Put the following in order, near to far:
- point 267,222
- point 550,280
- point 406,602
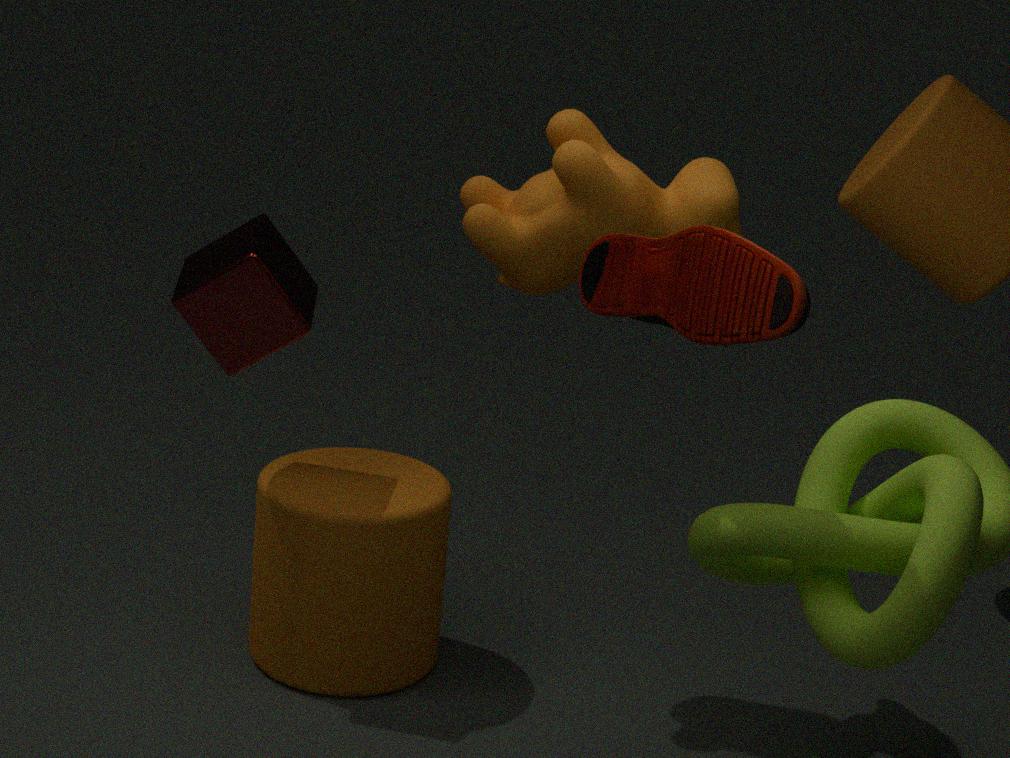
point 550,280
point 267,222
point 406,602
